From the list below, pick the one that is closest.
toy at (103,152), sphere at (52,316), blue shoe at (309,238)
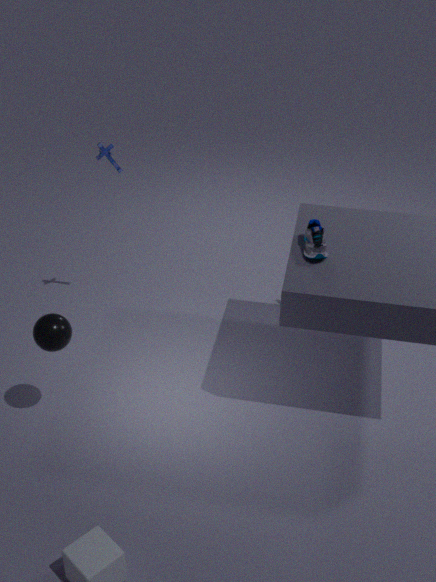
sphere at (52,316)
